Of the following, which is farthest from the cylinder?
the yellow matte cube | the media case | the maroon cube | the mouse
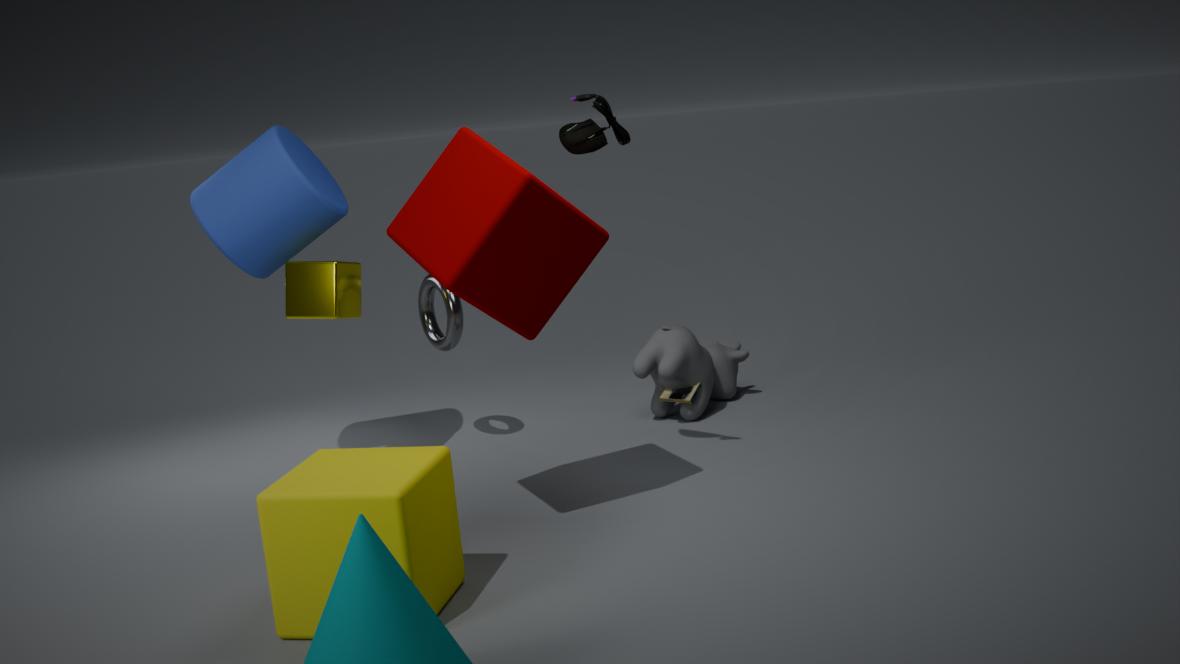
the media case
